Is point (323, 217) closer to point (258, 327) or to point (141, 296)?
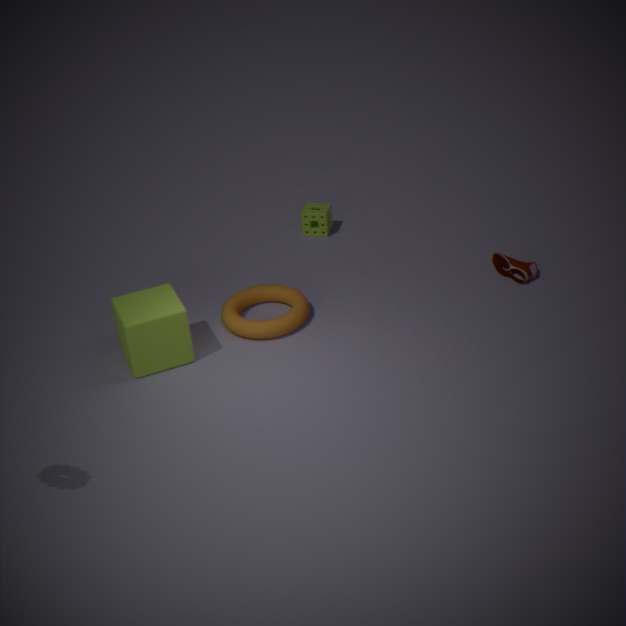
point (258, 327)
